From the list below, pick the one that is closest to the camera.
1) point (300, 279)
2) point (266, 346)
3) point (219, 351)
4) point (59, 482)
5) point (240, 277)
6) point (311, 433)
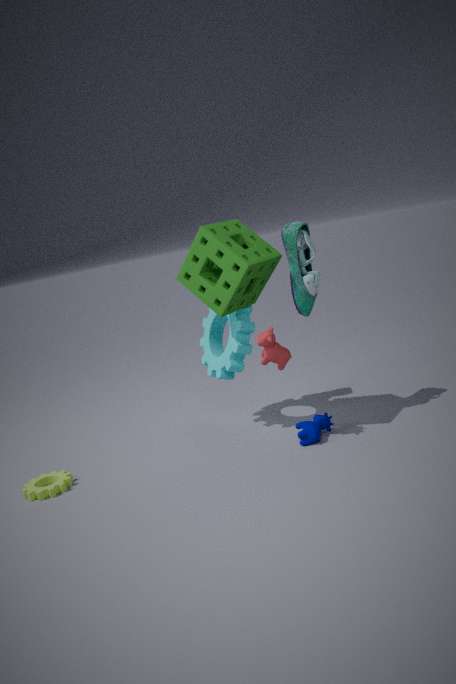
5. point (240, 277)
